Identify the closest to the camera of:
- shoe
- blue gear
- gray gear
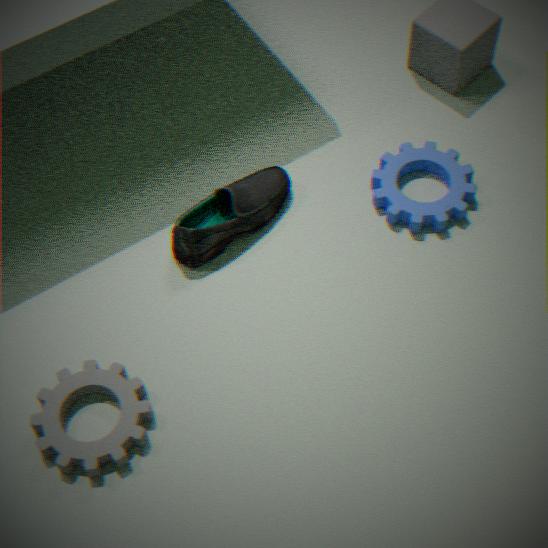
gray gear
